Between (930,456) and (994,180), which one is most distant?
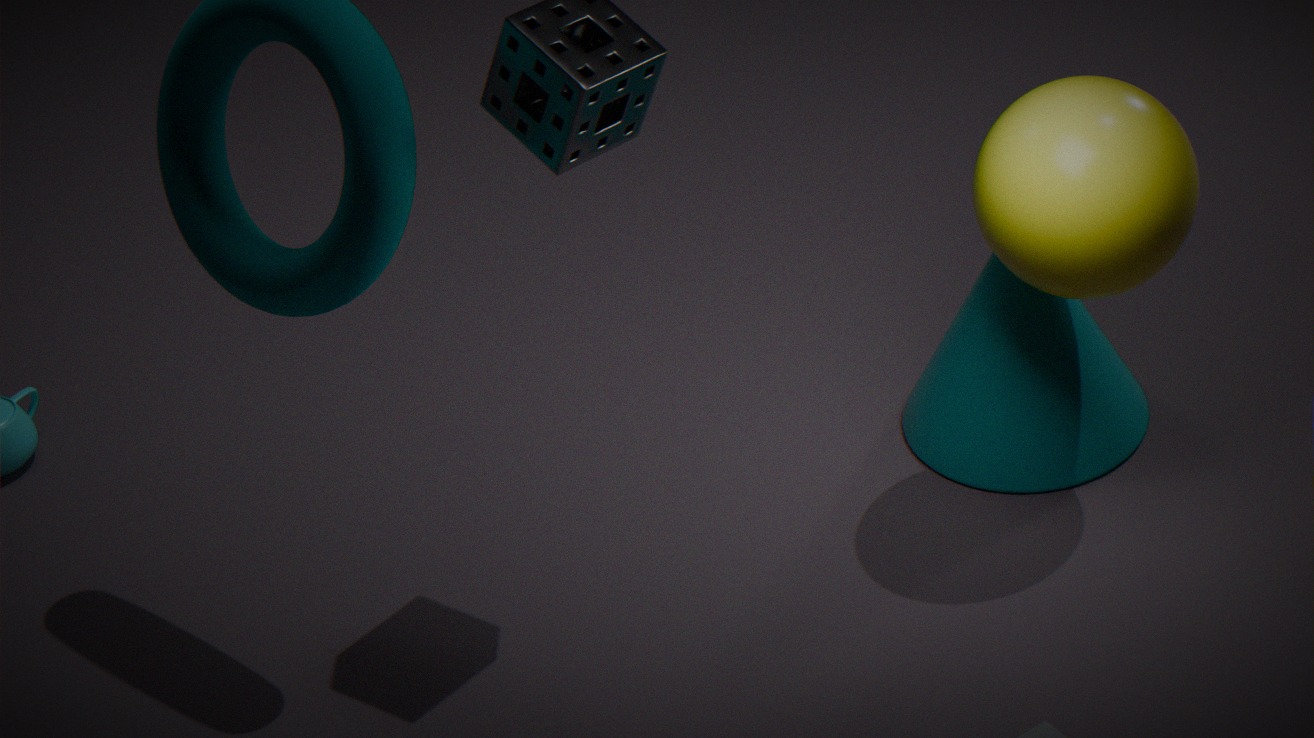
(930,456)
